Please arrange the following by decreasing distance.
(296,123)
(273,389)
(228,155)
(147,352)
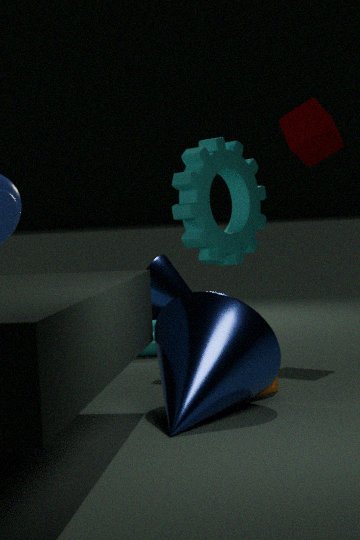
(147,352)
(228,155)
(296,123)
(273,389)
